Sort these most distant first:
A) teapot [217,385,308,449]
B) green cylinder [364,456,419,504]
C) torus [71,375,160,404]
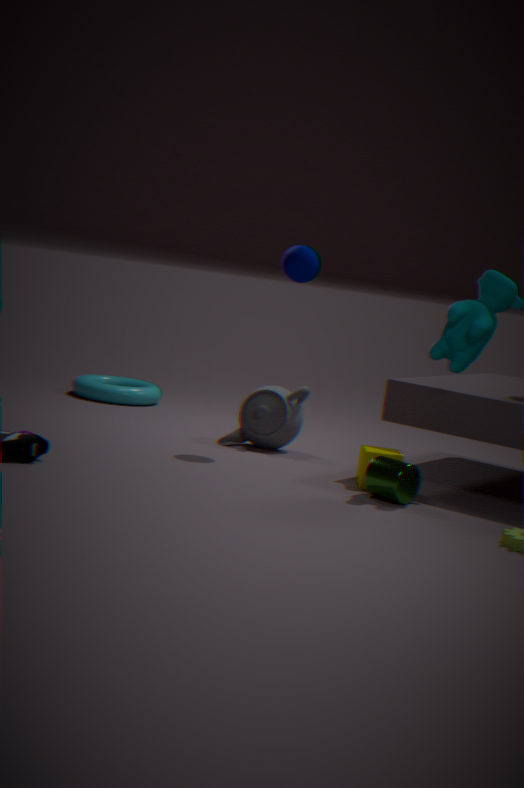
1. torus [71,375,160,404]
2. teapot [217,385,308,449]
3. green cylinder [364,456,419,504]
